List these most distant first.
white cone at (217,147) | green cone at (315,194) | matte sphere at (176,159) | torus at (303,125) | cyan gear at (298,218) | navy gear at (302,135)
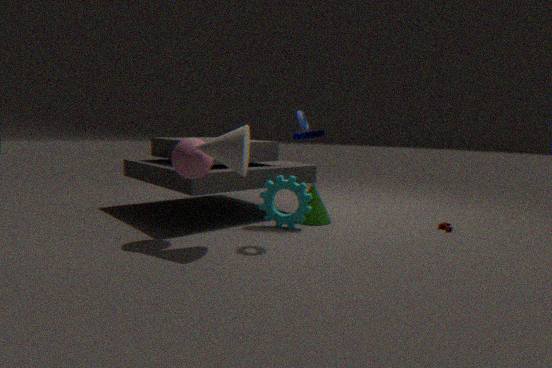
torus at (303,125) < green cone at (315,194) < cyan gear at (298,218) < navy gear at (302,135) < matte sphere at (176,159) < white cone at (217,147)
